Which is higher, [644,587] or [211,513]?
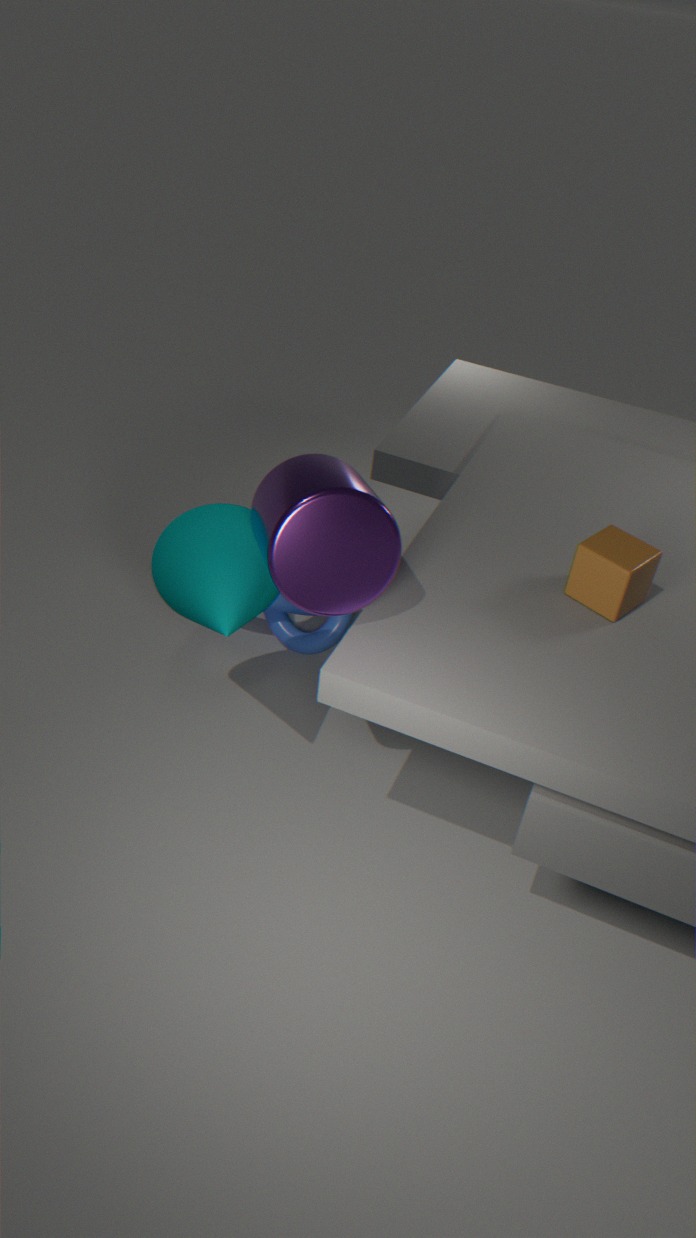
[644,587]
